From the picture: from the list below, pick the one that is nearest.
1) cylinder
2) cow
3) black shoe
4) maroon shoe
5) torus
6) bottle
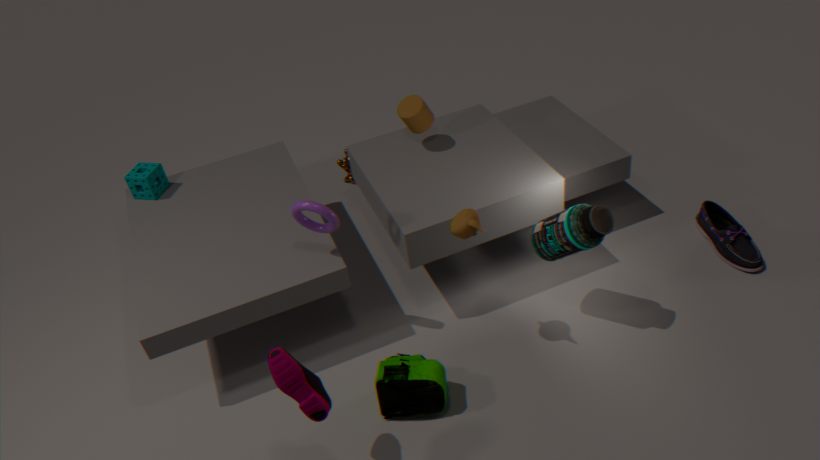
4. maroon shoe
